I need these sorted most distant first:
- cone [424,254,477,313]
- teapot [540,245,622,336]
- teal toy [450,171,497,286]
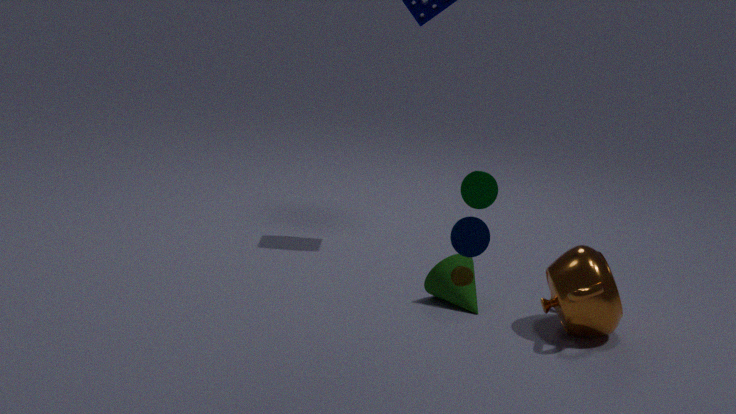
1. cone [424,254,477,313]
2. teapot [540,245,622,336]
3. teal toy [450,171,497,286]
